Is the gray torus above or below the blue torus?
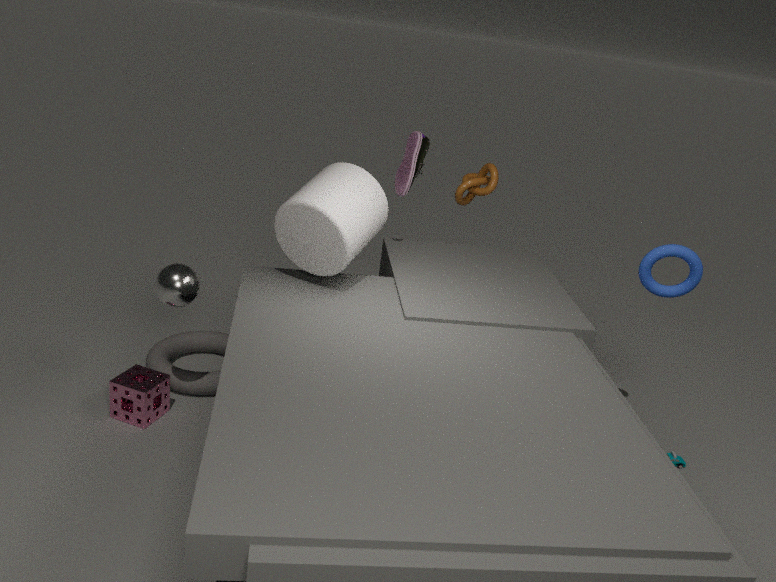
below
